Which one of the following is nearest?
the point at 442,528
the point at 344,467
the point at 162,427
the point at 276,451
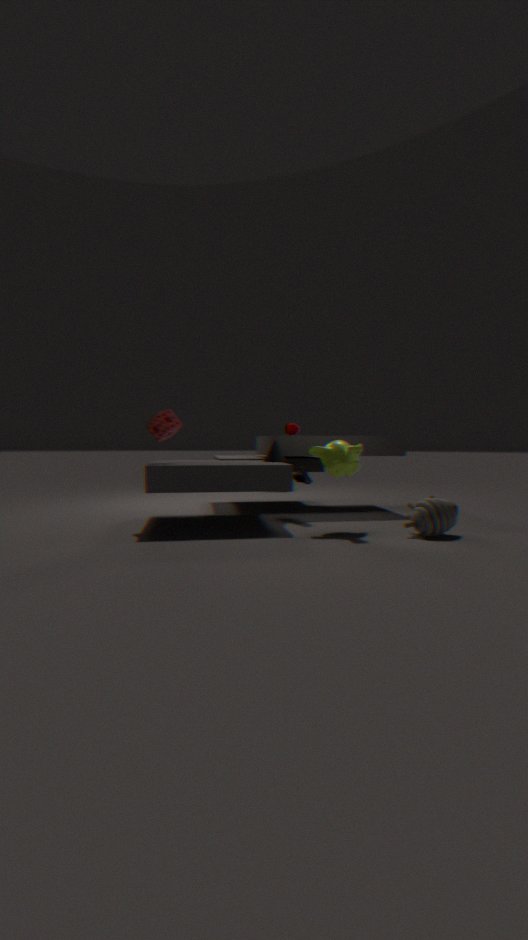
the point at 442,528
